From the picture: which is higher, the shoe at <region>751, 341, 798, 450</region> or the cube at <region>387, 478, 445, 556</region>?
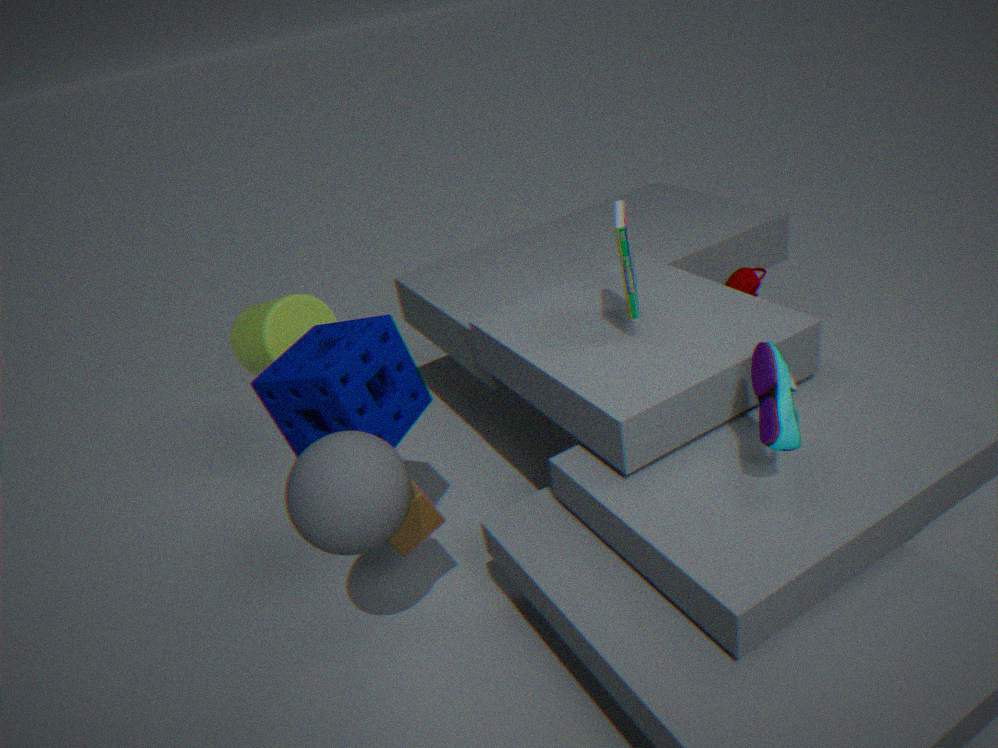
the shoe at <region>751, 341, 798, 450</region>
